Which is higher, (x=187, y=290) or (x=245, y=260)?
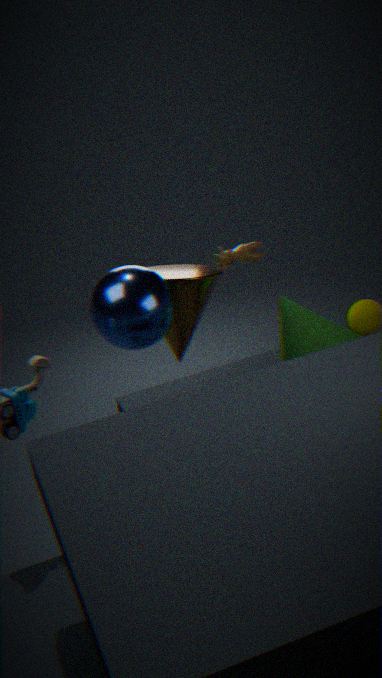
(x=245, y=260)
